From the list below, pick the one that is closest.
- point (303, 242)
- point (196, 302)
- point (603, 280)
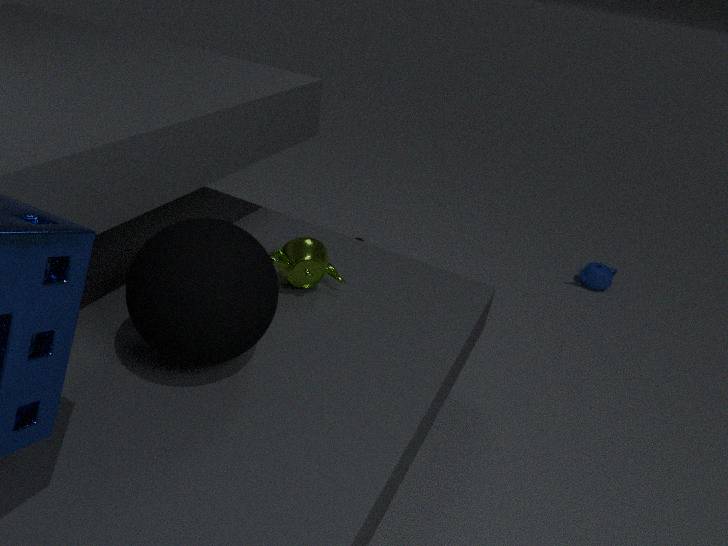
point (196, 302)
